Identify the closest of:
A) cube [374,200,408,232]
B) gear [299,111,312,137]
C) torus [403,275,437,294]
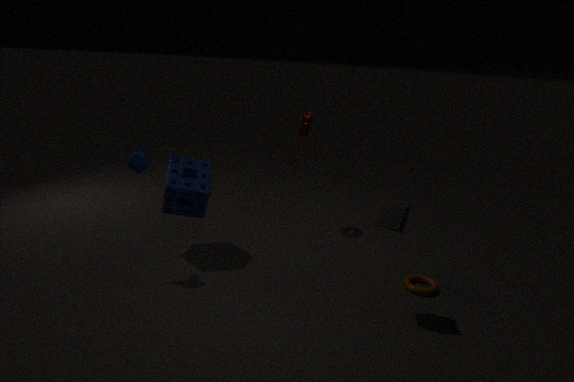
cube [374,200,408,232]
